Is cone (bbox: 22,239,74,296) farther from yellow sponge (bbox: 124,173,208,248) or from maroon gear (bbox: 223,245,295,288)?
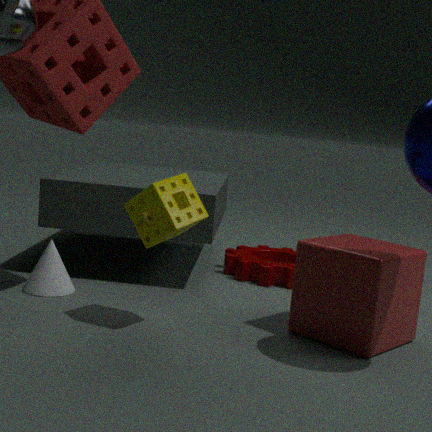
maroon gear (bbox: 223,245,295,288)
